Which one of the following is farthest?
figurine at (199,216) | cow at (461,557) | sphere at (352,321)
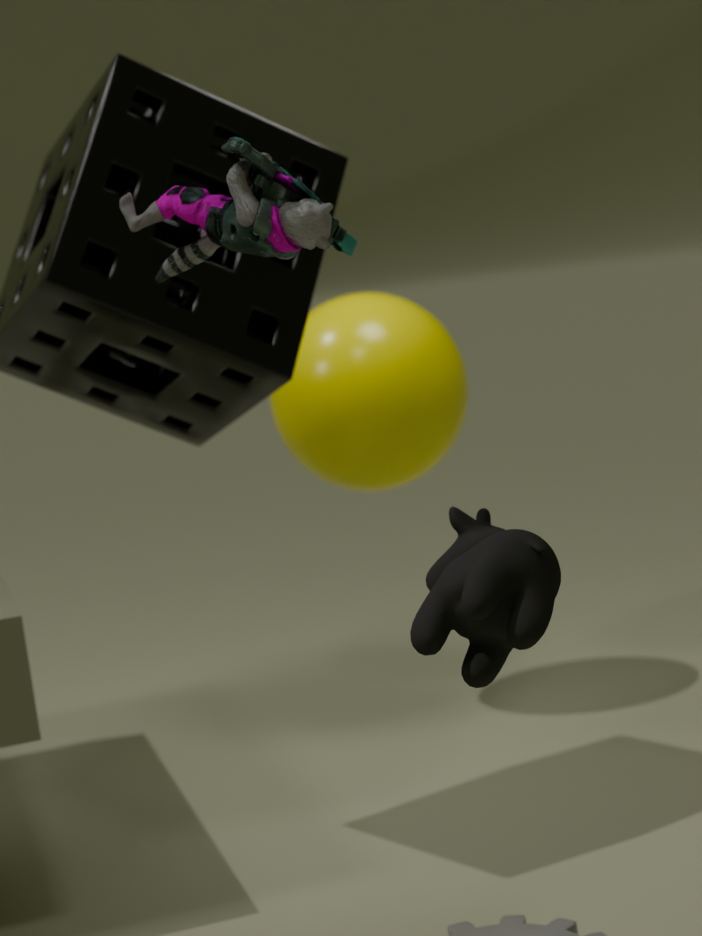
sphere at (352,321)
